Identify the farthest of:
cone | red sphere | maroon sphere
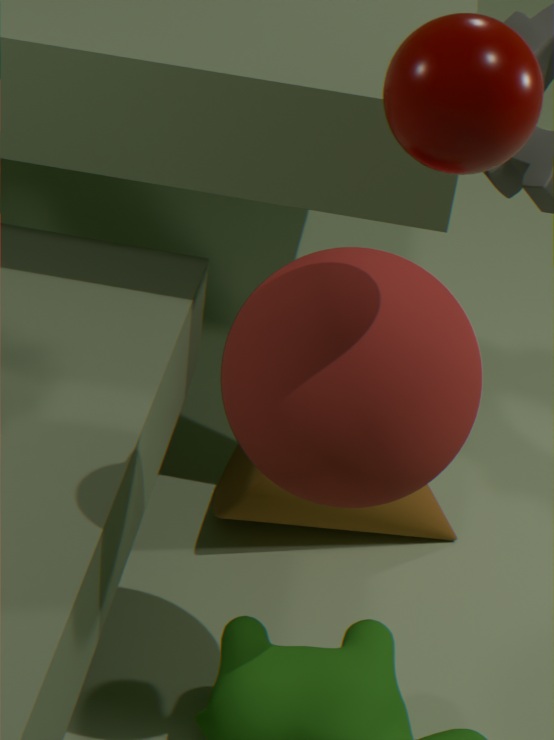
cone
